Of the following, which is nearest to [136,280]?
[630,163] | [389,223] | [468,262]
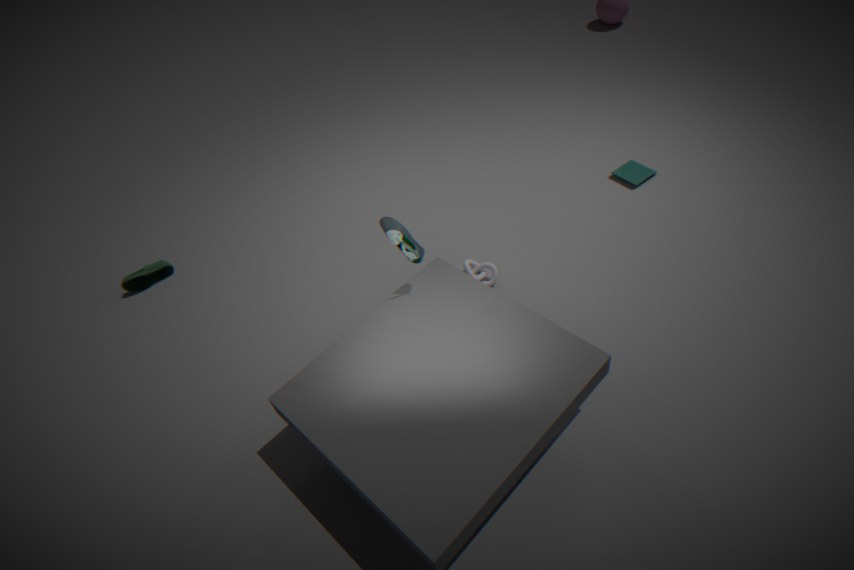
[389,223]
